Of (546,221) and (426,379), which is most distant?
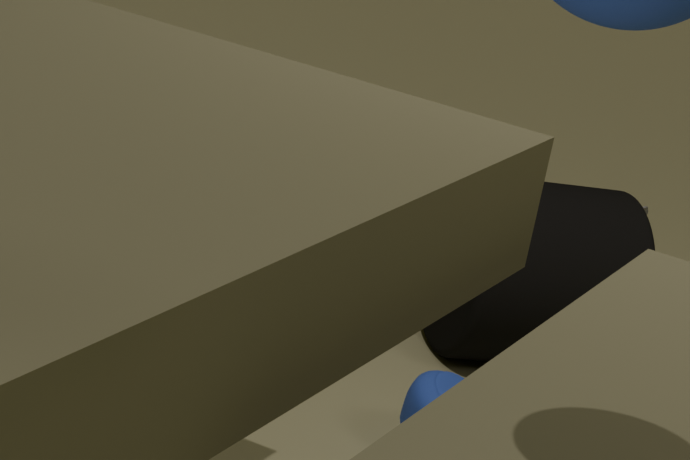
(546,221)
